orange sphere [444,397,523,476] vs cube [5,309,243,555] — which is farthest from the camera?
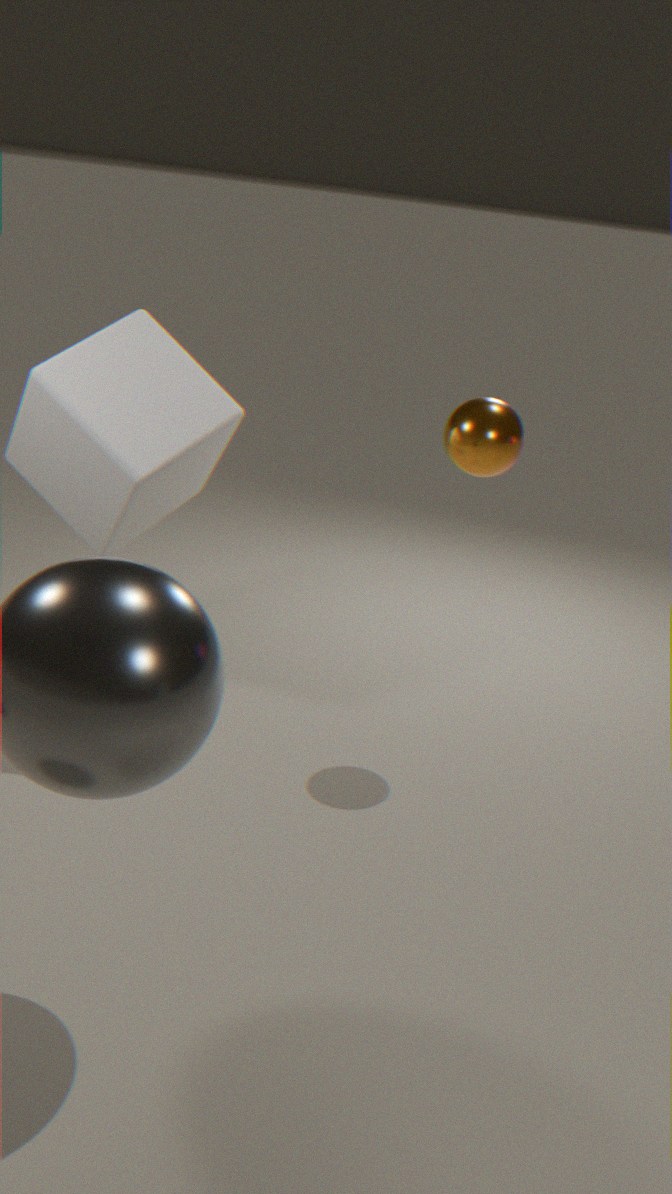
orange sphere [444,397,523,476]
